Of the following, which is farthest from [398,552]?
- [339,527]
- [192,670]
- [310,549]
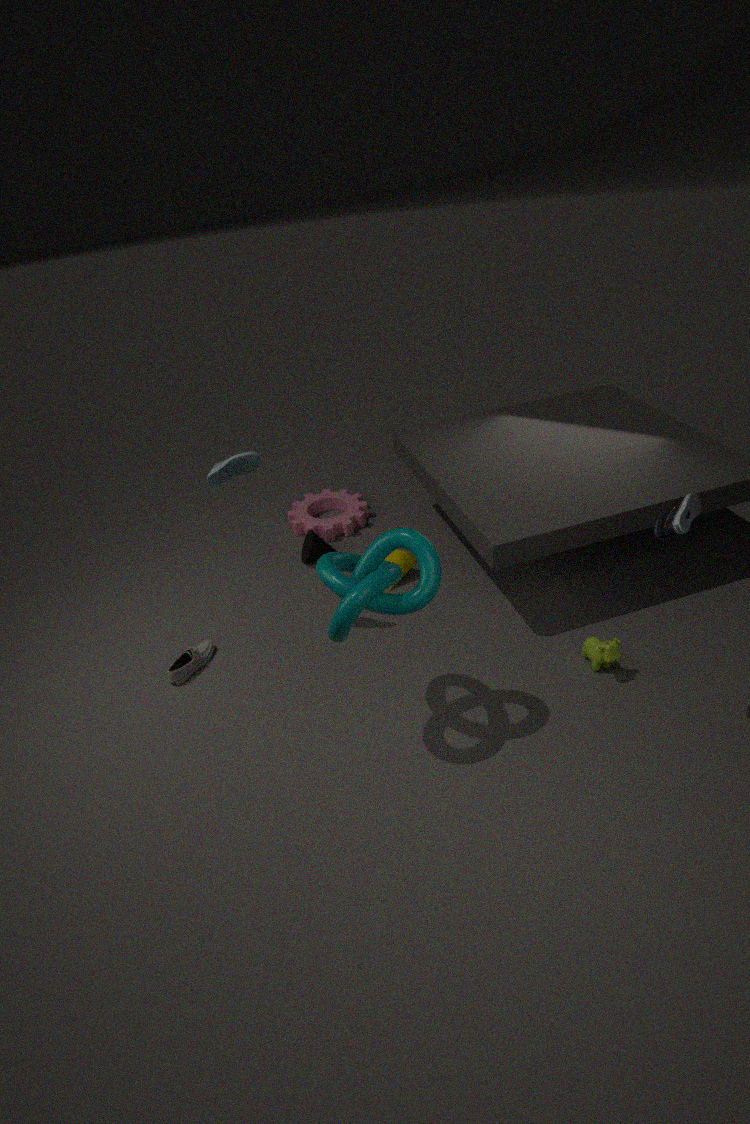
[192,670]
